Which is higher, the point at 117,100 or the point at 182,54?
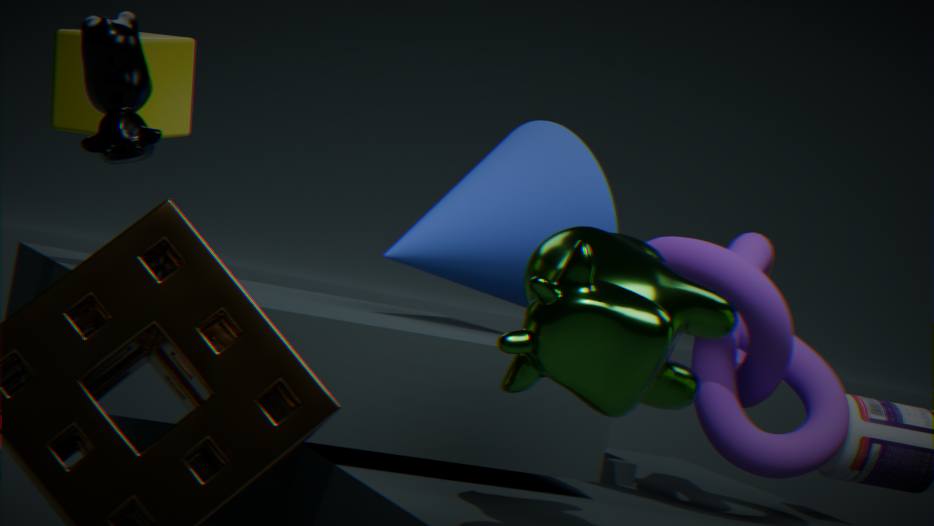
the point at 182,54
